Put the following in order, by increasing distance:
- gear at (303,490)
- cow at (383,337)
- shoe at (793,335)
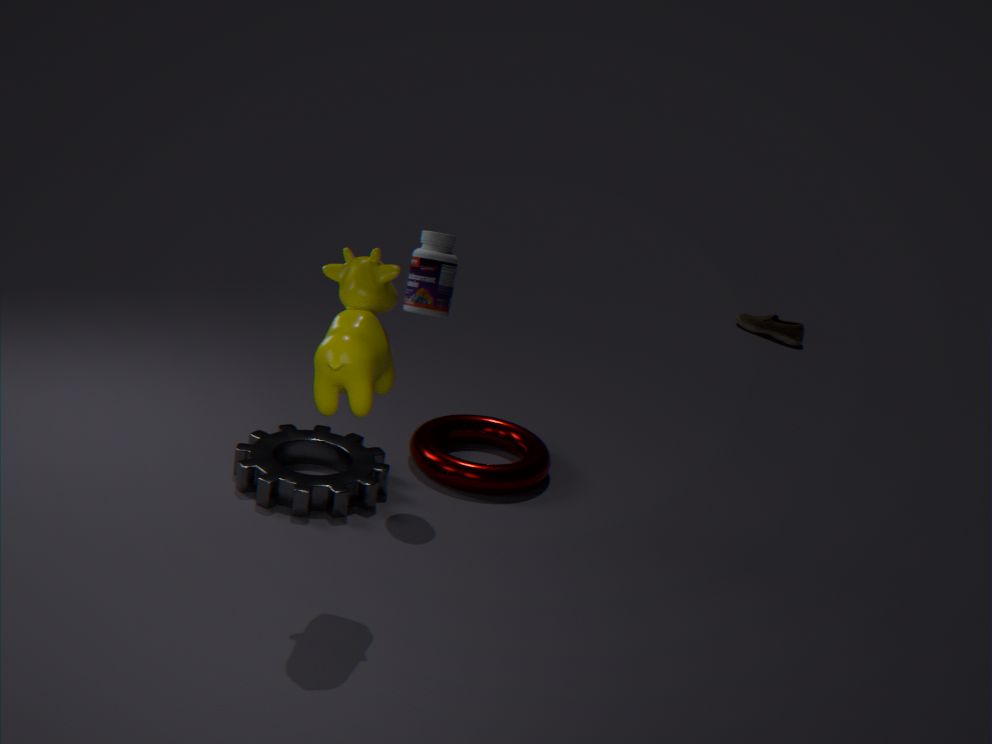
cow at (383,337) < gear at (303,490) < shoe at (793,335)
